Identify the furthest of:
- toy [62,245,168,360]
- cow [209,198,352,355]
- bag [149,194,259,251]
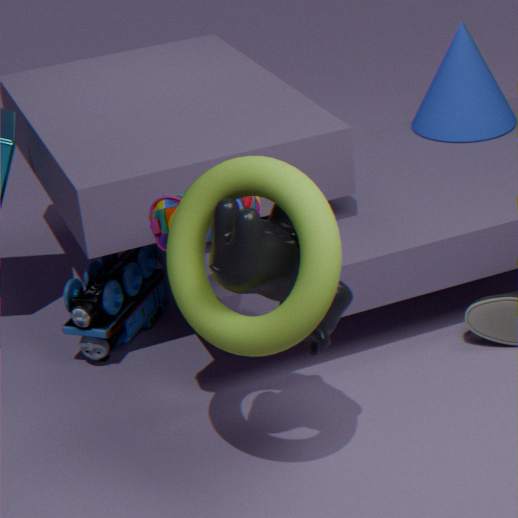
toy [62,245,168,360]
